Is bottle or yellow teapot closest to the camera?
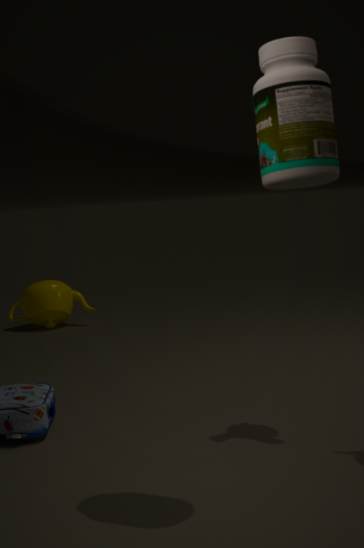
bottle
